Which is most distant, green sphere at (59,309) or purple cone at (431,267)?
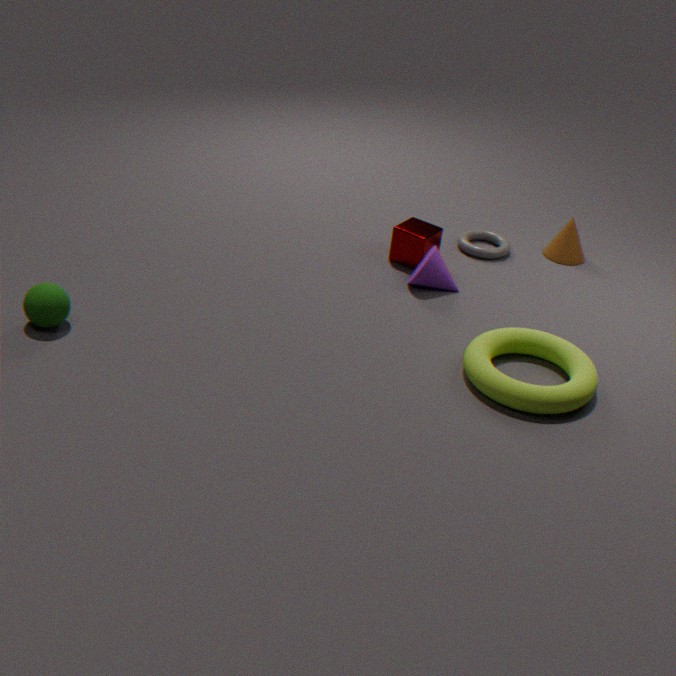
purple cone at (431,267)
